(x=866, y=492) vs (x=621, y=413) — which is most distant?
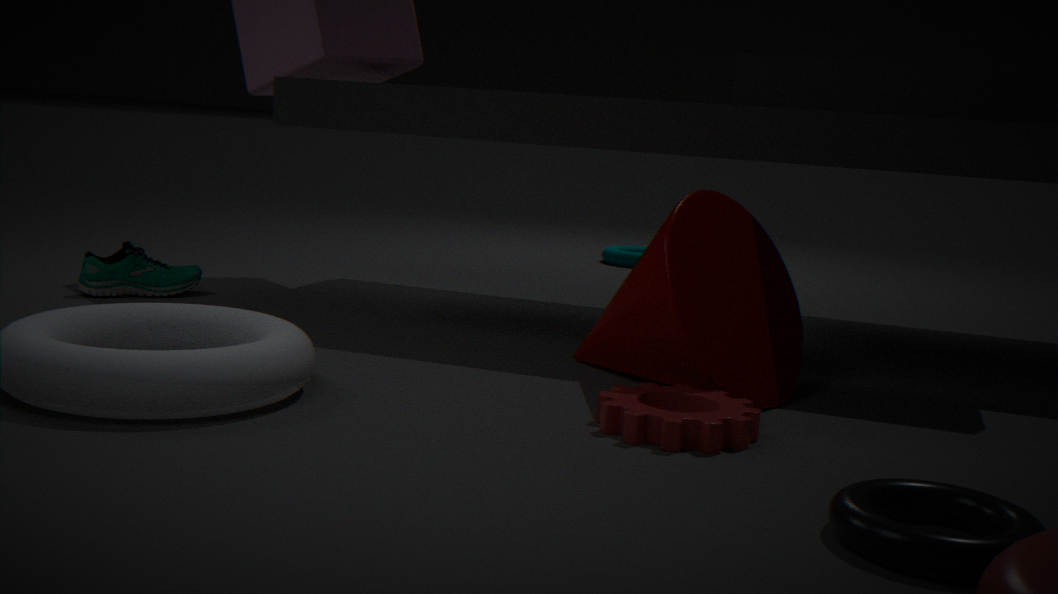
(x=621, y=413)
